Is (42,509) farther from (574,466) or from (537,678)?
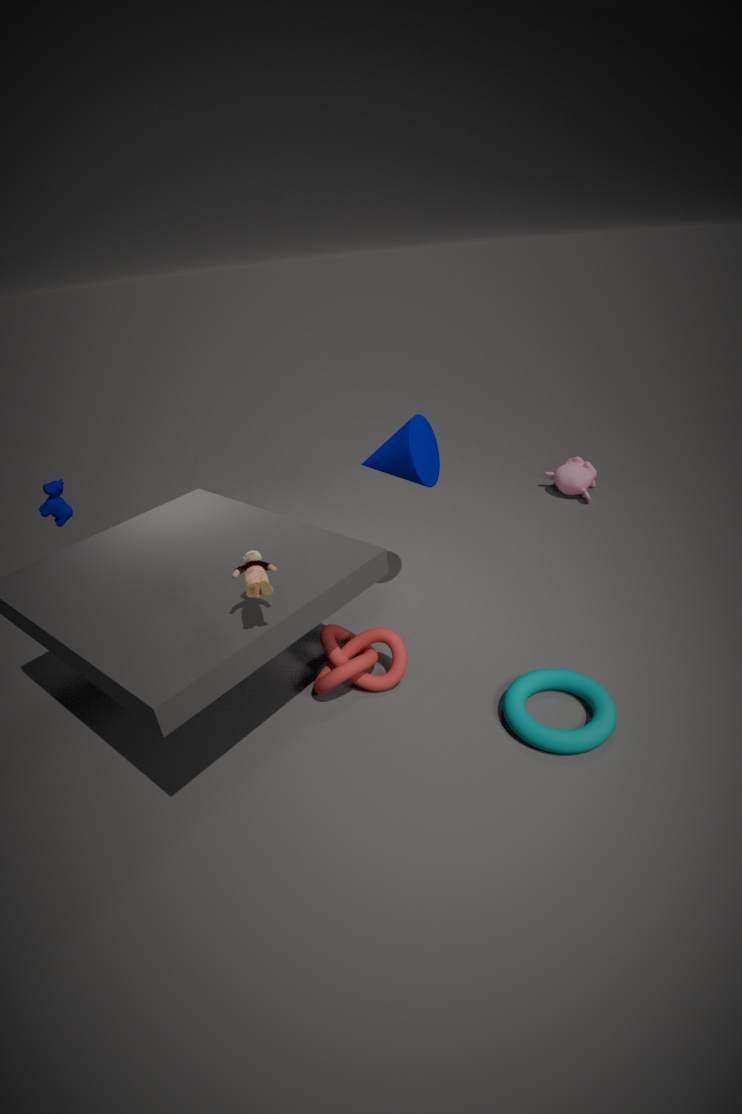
(574,466)
